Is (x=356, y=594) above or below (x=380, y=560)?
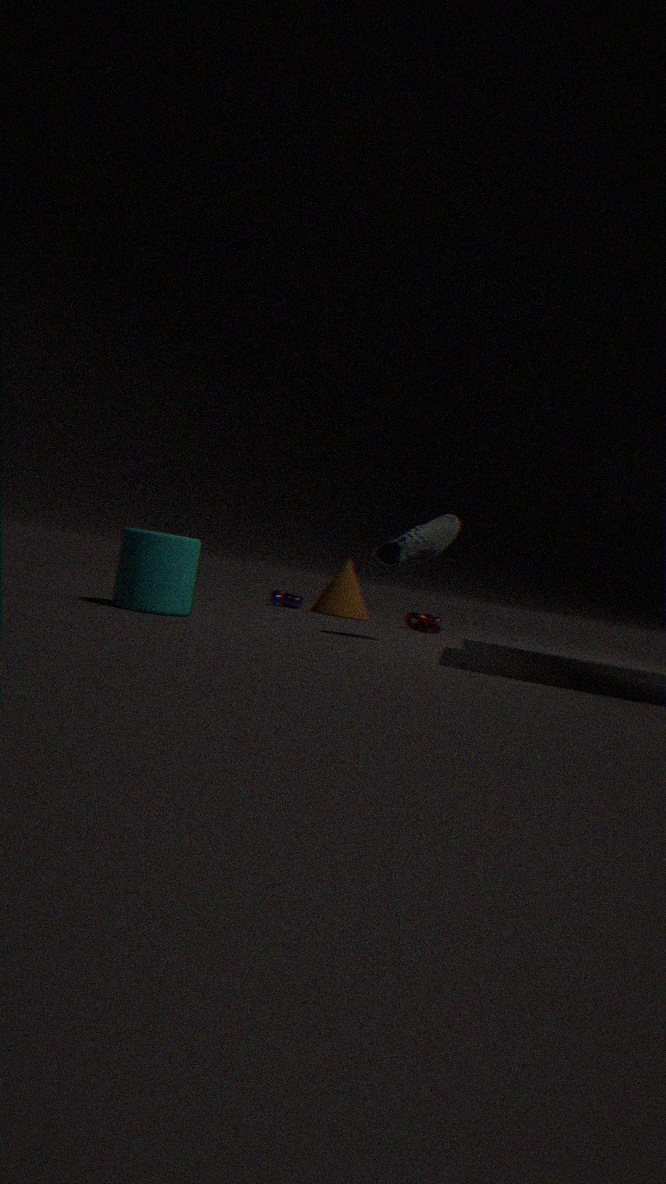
below
